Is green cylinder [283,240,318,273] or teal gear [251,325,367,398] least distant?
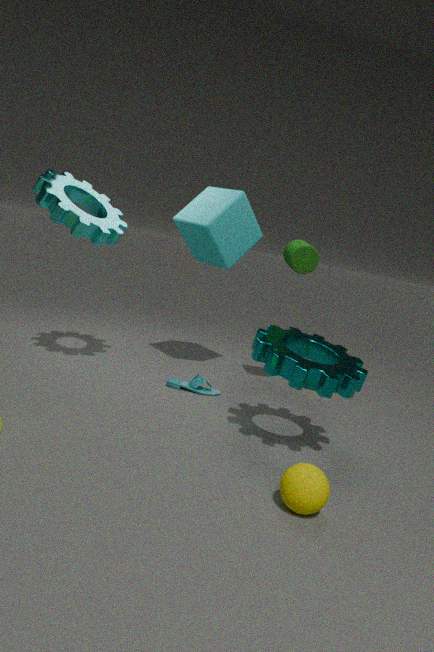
teal gear [251,325,367,398]
